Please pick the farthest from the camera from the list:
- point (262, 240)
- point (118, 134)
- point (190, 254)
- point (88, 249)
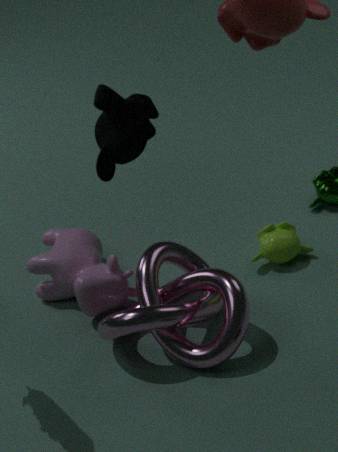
point (262, 240)
